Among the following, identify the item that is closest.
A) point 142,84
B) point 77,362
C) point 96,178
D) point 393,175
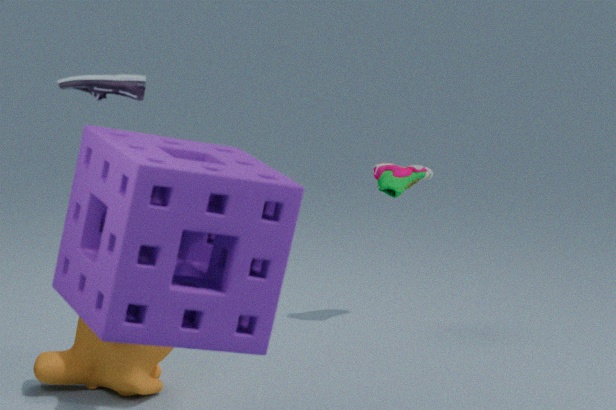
point 96,178
